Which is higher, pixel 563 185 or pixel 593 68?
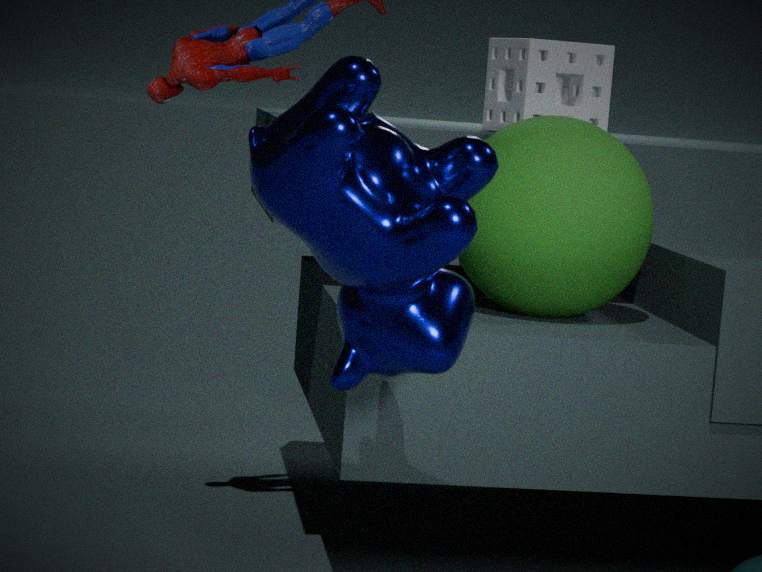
pixel 593 68
